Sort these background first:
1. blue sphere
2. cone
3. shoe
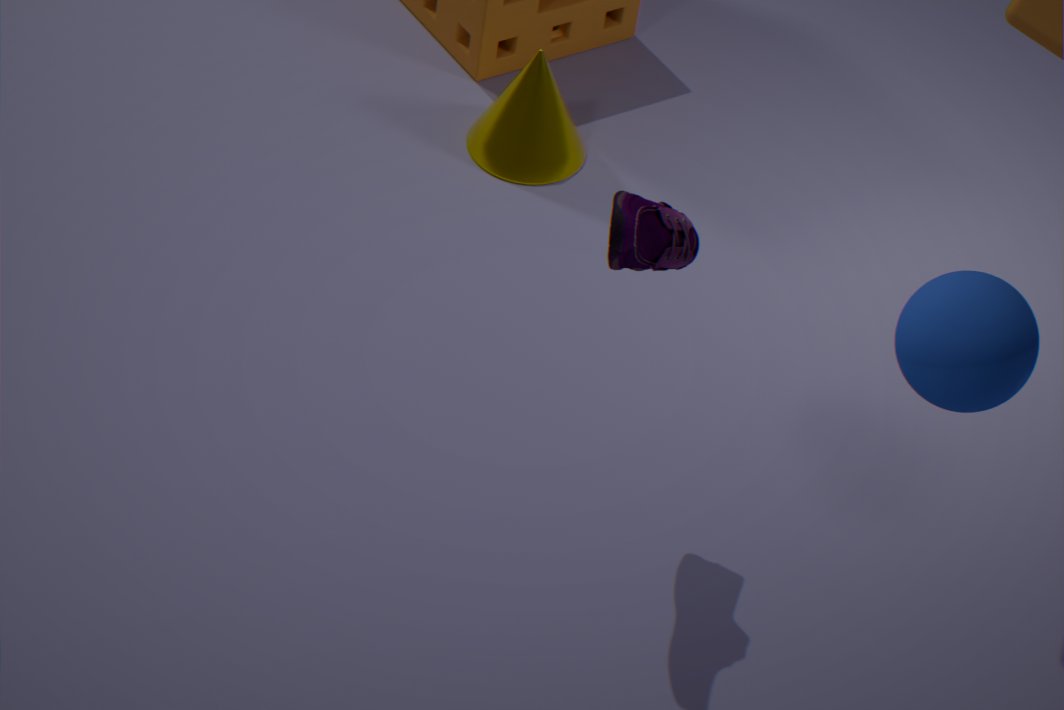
1. cone
2. shoe
3. blue sphere
